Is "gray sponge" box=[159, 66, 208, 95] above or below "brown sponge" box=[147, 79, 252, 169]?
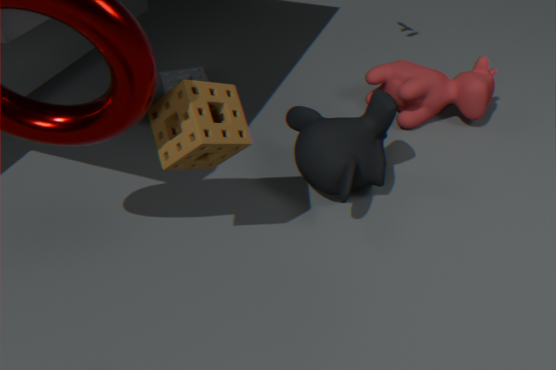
below
